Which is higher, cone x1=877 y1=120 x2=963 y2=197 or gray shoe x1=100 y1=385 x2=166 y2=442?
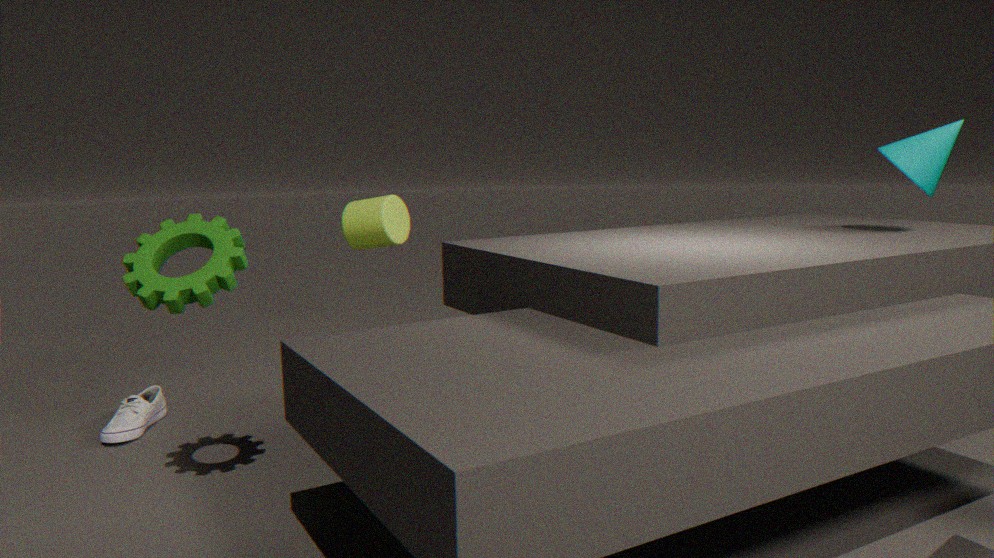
cone x1=877 y1=120 x2=963 y2=197
